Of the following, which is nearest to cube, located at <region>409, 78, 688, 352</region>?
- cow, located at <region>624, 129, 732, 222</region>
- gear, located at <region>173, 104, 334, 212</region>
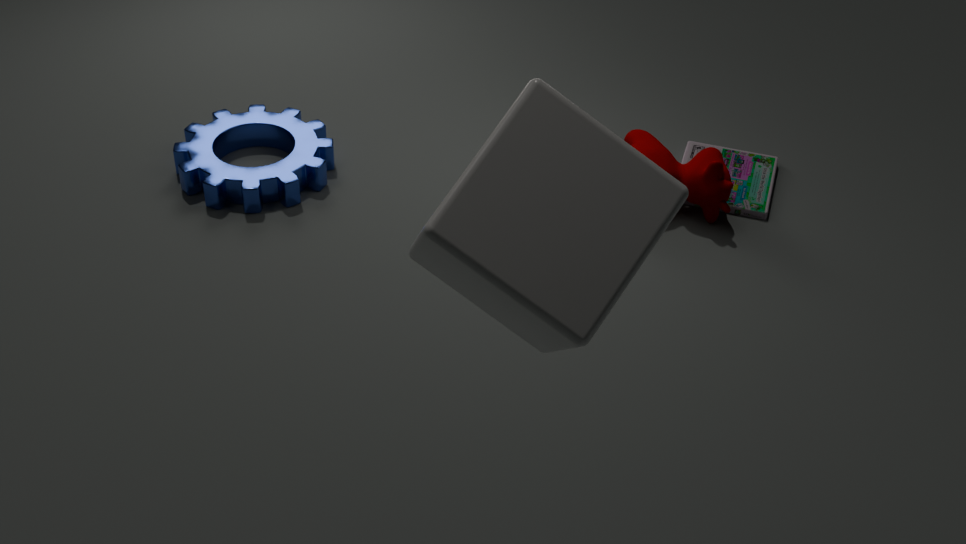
cow, located at <region>624, 129, 732, 222</region>
